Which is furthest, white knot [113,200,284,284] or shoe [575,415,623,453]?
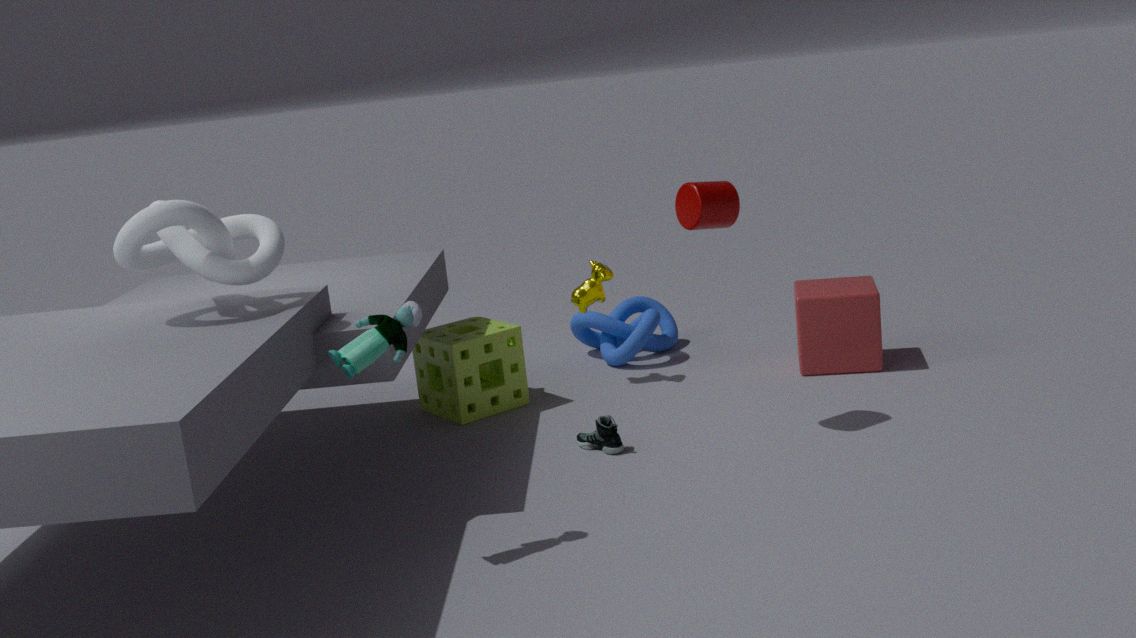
shoe [575,415,623,453]
